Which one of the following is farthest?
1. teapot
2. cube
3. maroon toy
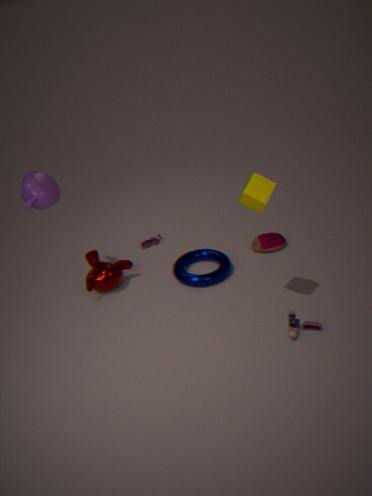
maroon toy
